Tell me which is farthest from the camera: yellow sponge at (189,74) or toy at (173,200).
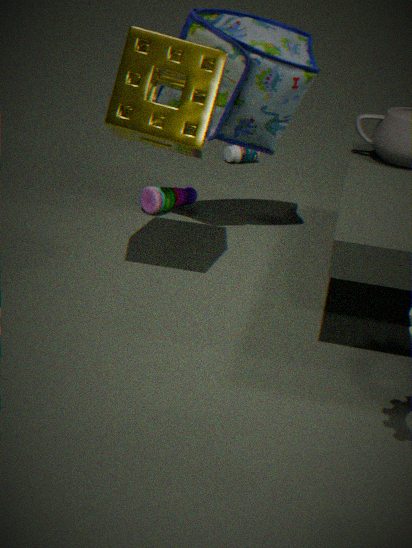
toy at (173,200)
